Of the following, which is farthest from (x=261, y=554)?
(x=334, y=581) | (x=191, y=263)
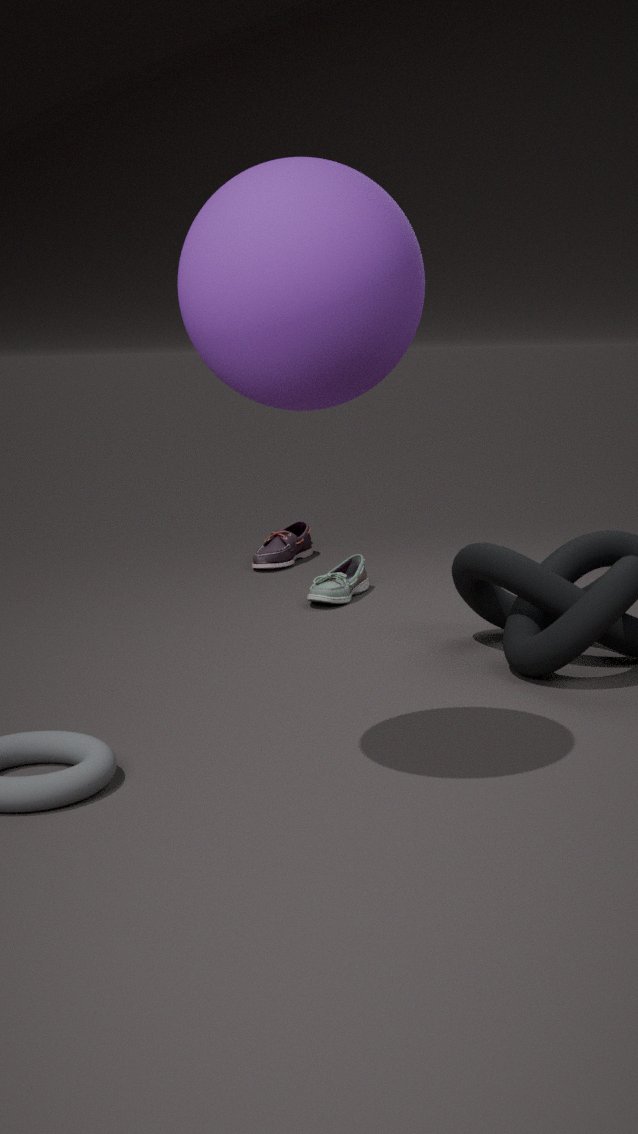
(x=191, y=263)
